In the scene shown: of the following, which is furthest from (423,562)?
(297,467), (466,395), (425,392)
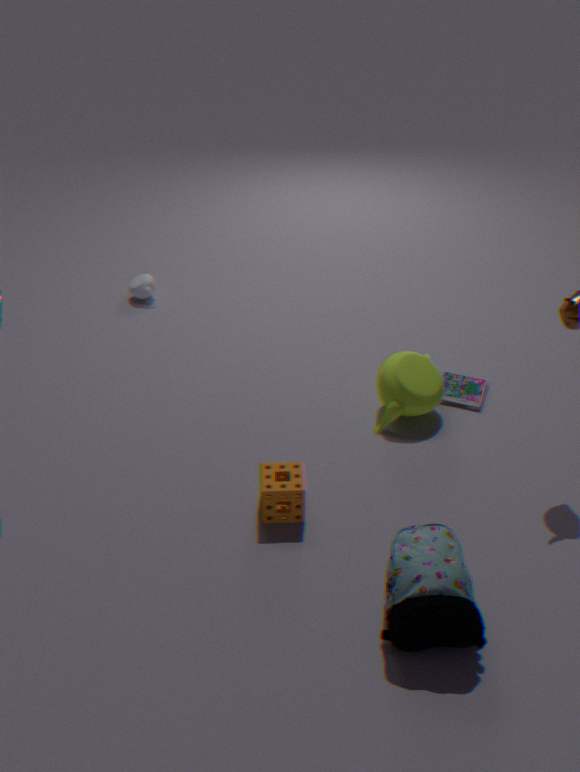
(466,395)
